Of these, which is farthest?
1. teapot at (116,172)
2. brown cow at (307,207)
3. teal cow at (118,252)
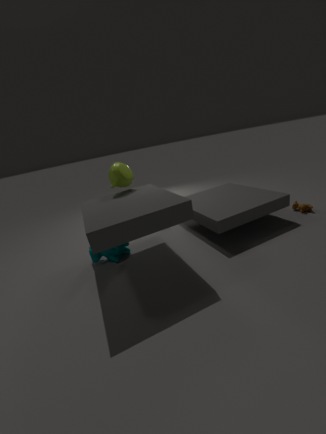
brown cow at (307,207)
